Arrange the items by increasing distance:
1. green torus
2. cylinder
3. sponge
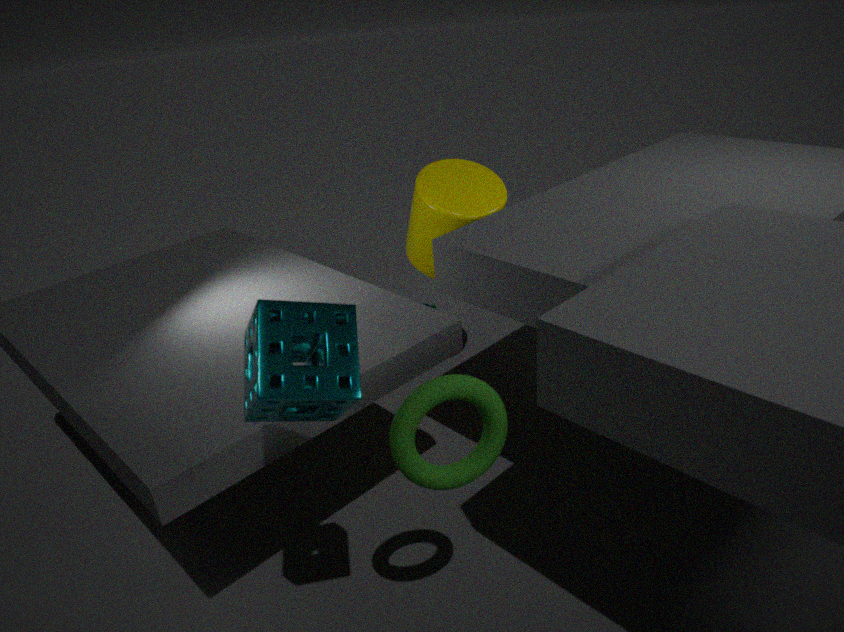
sponge
green torus
cylinder
